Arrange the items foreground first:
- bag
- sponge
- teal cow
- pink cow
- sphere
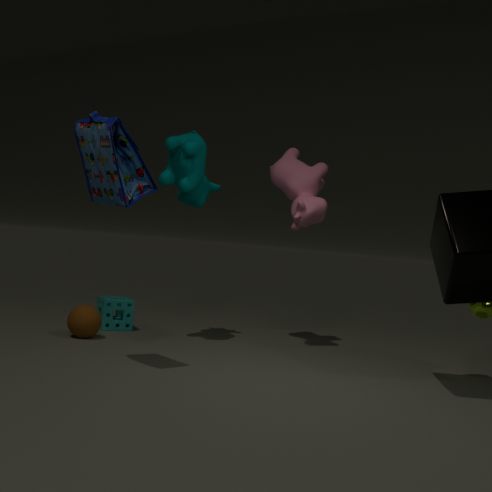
1. bag
2. teal cow
3. sphere
4. pink cow
5. sponge
